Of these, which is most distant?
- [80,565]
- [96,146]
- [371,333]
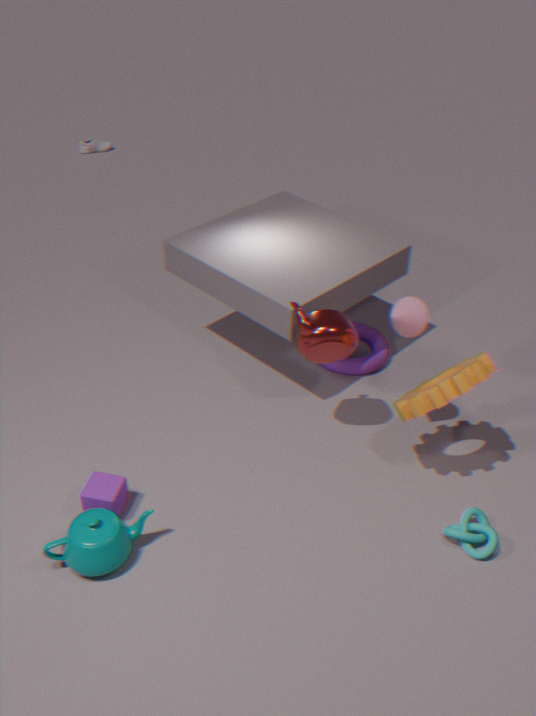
[96,146]
